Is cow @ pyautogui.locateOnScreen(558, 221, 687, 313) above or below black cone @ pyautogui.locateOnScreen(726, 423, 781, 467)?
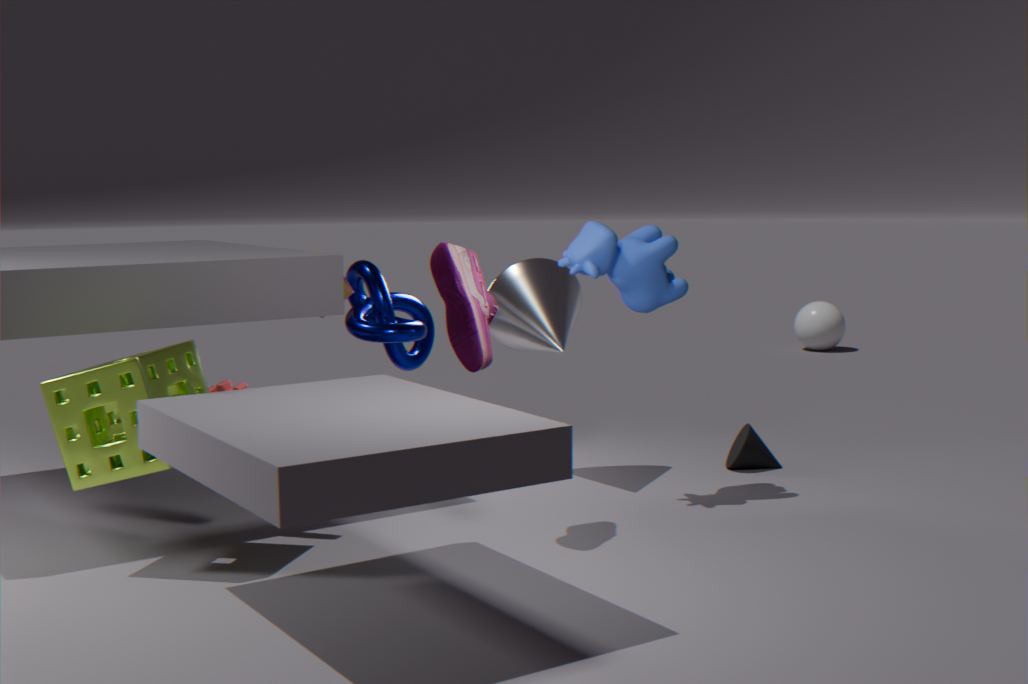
above
